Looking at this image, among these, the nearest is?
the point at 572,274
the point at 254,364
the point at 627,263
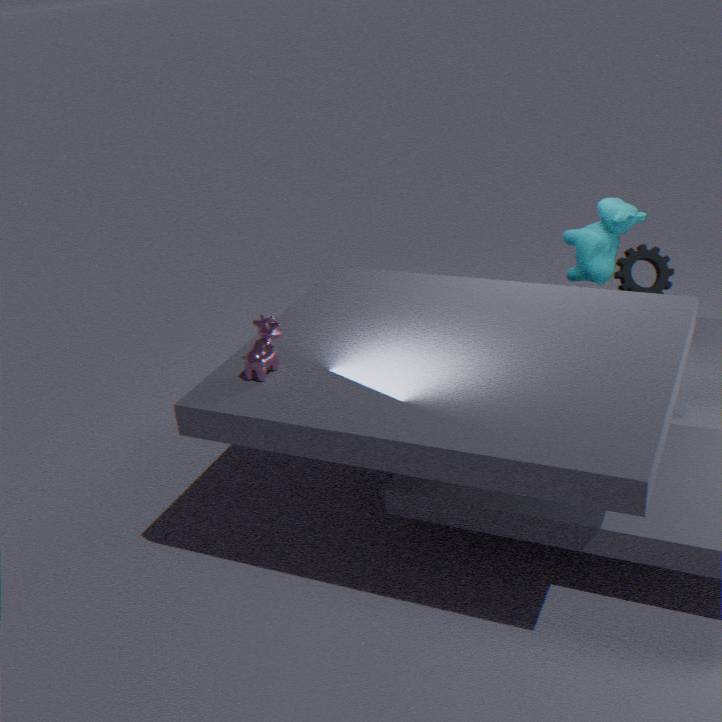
the point at 254,364
